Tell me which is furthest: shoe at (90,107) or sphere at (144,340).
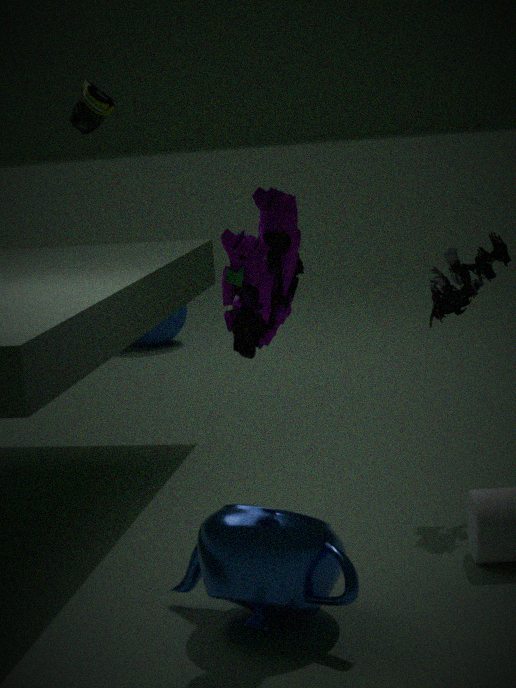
sphere at (144,340)
